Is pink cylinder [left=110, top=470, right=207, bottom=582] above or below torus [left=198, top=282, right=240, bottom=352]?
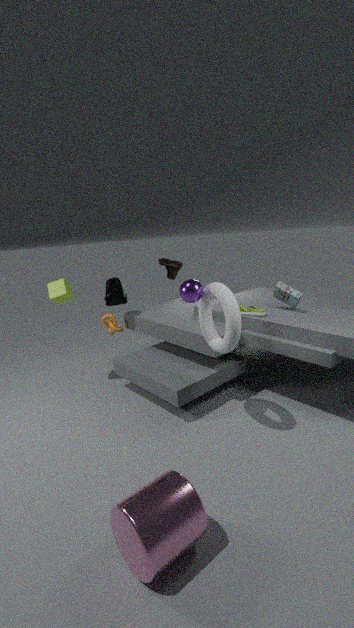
below
